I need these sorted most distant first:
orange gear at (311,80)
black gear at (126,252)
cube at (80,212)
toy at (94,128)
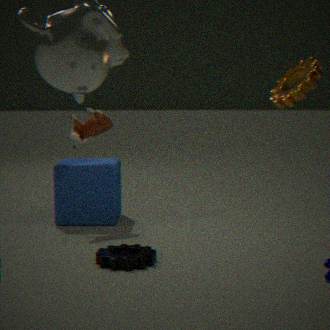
cube at (80,212) < toy at (94,128) < orange gear at (311,80) < black gear at (126,252)
